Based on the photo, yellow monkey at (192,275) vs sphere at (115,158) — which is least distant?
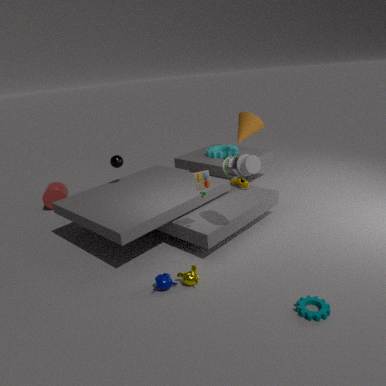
yellow monkey at (192,275)
